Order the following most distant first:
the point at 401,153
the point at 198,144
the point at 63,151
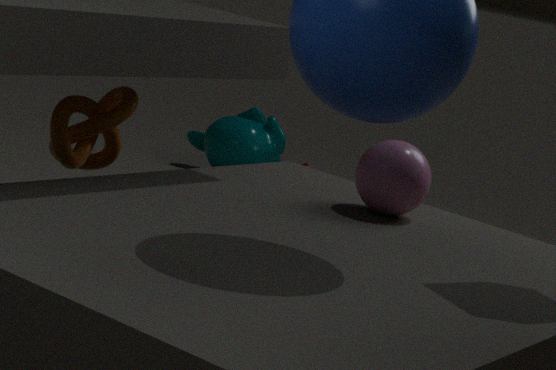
the point at 198,144
the point at 63,151
the point at 401,153
